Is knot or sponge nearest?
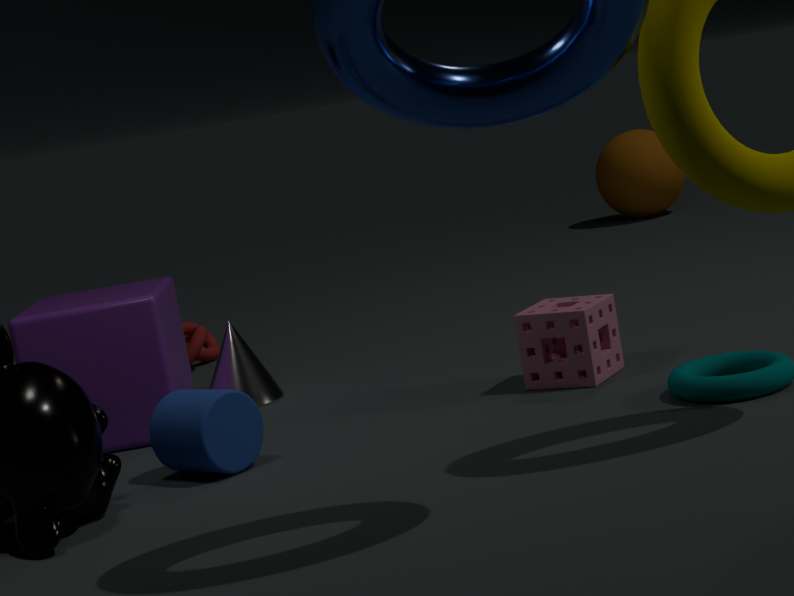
sponge
